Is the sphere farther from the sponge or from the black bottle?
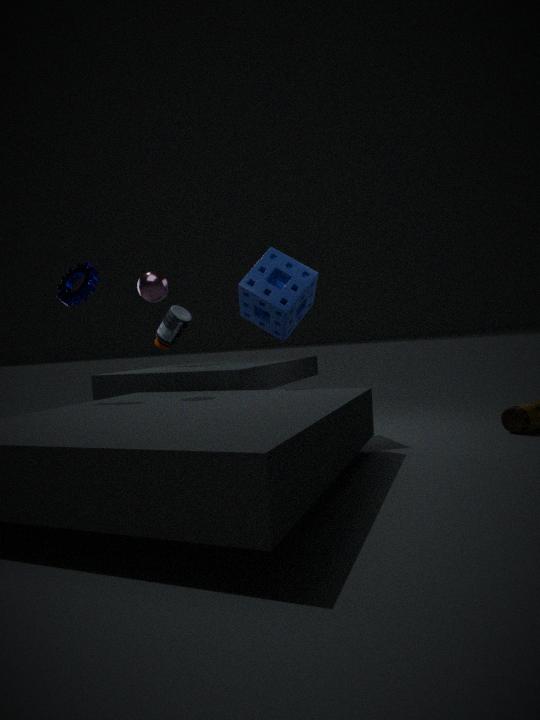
the black bottle
